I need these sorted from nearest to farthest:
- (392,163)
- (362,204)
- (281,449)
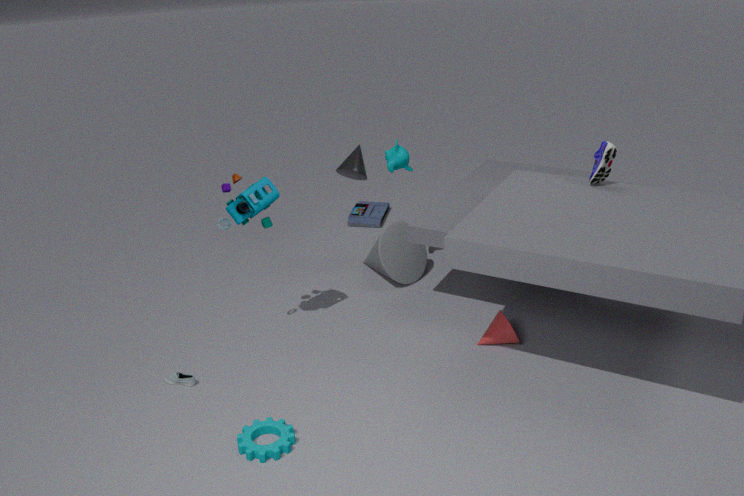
(281,449) < (392,163) < (362,204)
